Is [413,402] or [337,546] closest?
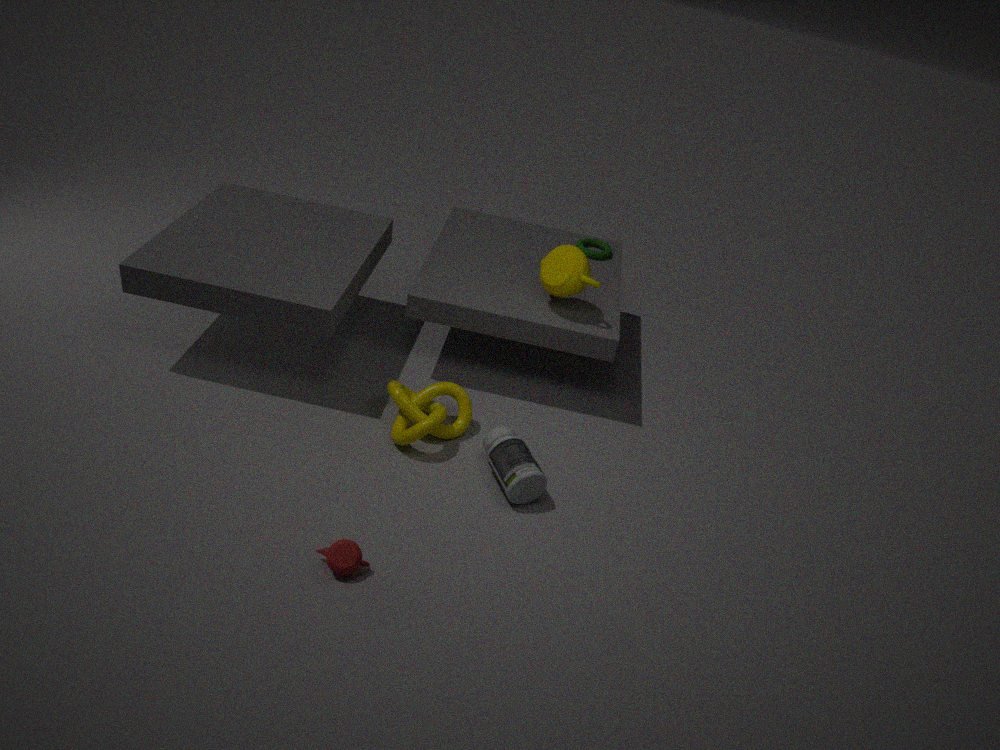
[337,546]
